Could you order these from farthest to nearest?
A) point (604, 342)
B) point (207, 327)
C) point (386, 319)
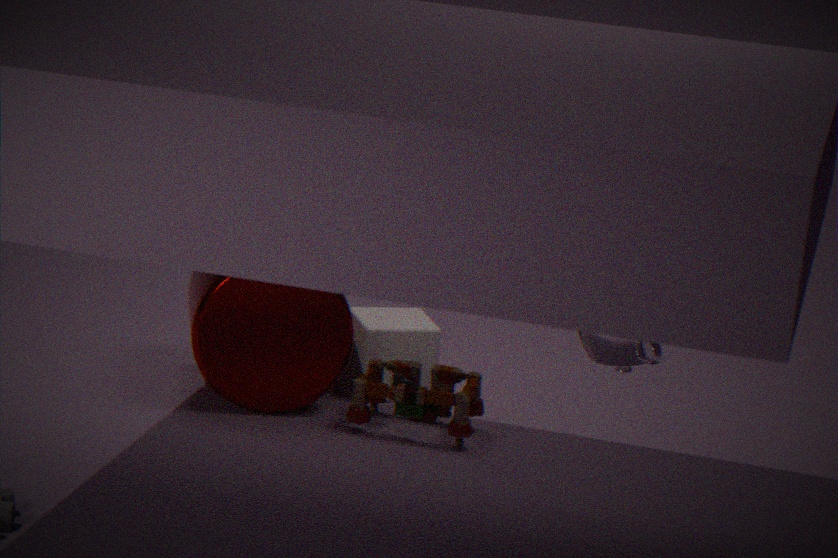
point (386, 319), point (207, 327), point (604, 342)
